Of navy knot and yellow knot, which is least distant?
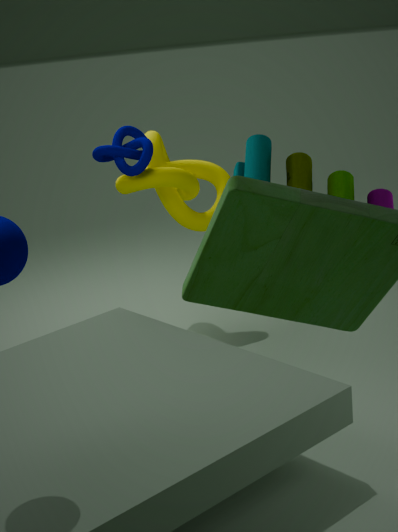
navy knot
